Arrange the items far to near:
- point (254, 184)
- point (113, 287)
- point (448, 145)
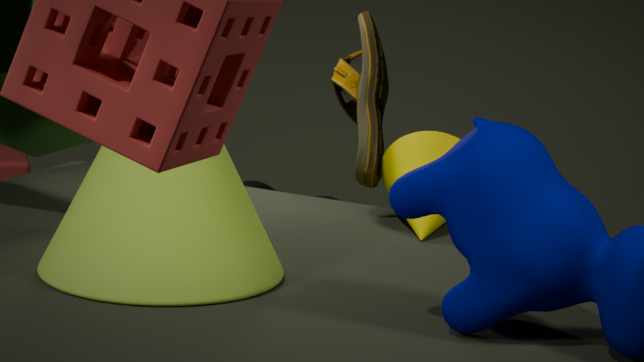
1. point (254, 184)
2. point (448, 145)
3. point (113, 287)
